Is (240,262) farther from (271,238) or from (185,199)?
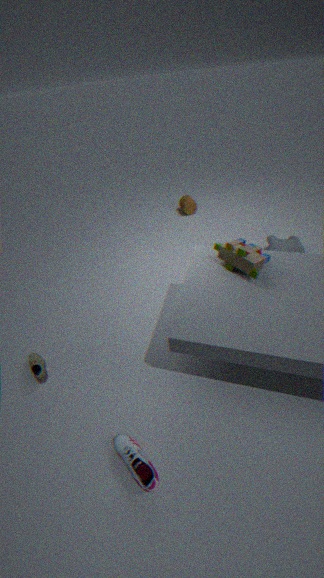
(185,199)
